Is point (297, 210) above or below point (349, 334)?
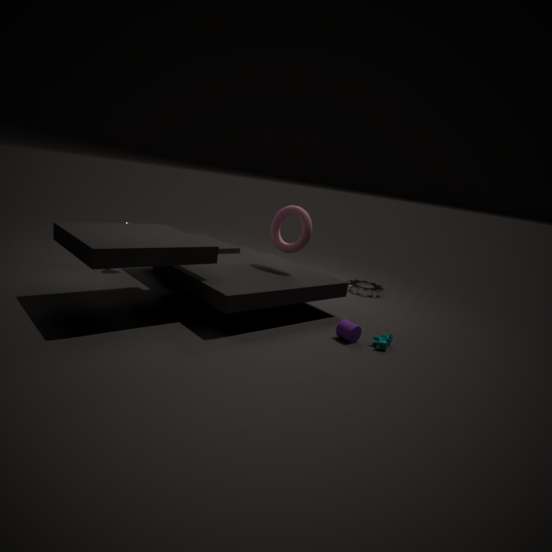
above
